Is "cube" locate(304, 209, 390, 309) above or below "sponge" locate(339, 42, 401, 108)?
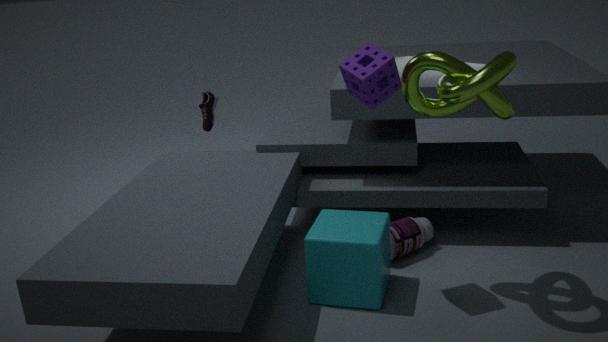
below
